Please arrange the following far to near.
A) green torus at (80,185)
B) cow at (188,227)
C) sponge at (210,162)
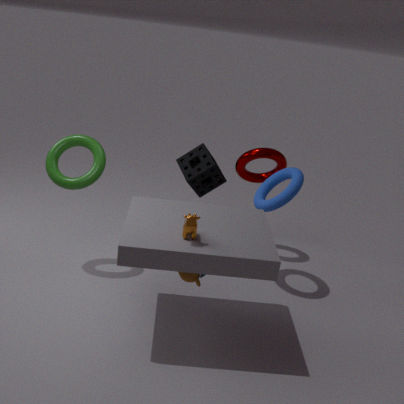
sponge at (210,162) < green torus at (80,185) < cow at (188,227)
